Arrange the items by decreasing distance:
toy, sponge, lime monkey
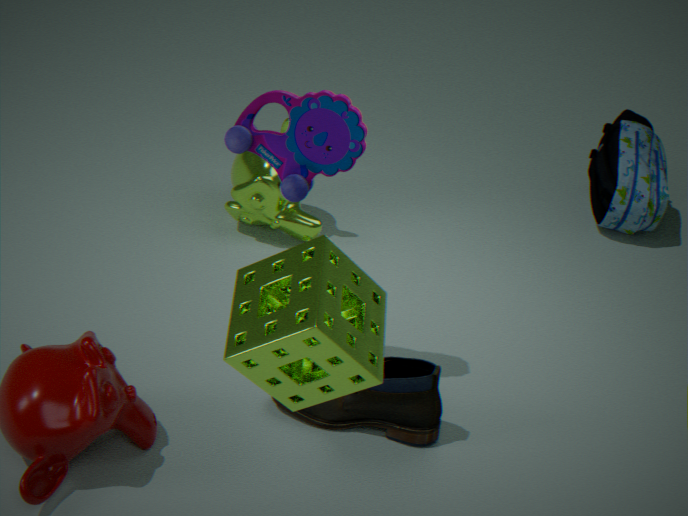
lime monkey < toy < sponge
